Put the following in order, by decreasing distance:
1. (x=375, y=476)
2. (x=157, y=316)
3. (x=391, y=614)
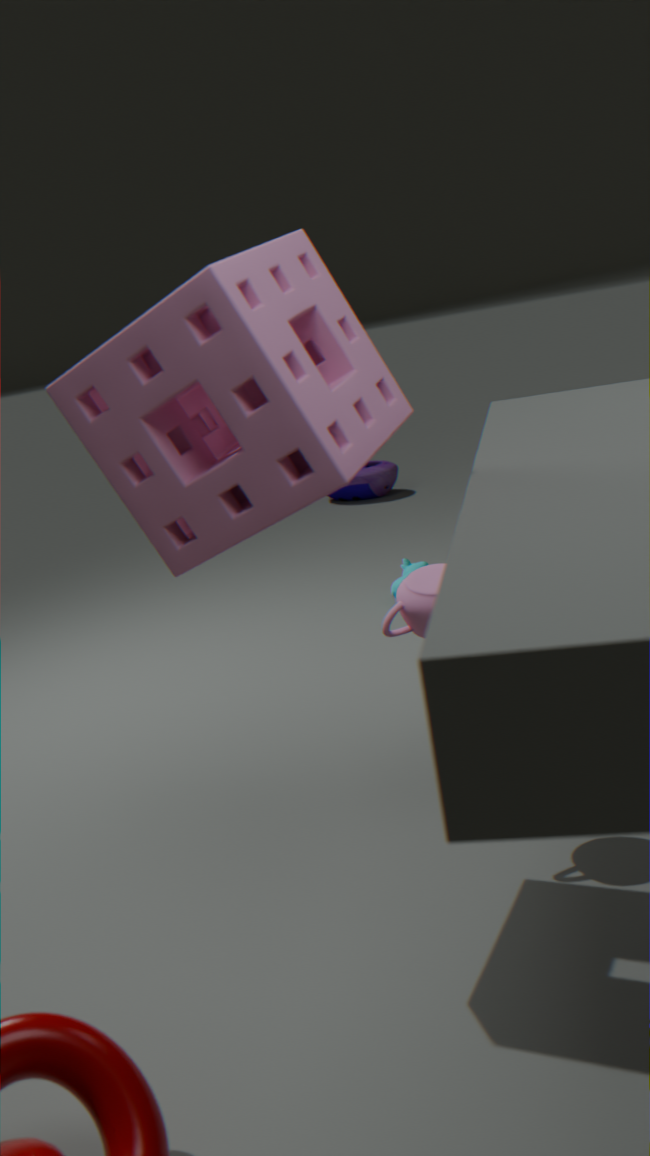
1. (x=375, y=476)
2. (x=391, y=614)
3. (x=157, y=316)
